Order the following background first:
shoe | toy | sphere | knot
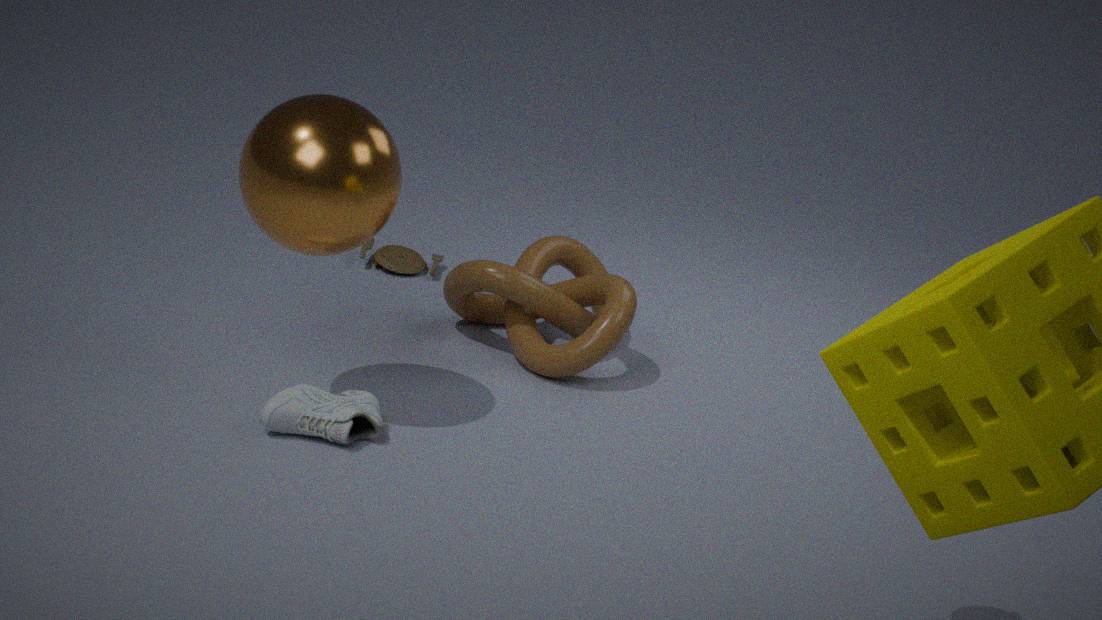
1. toy
2. knot
3. shoe
4. sphere
